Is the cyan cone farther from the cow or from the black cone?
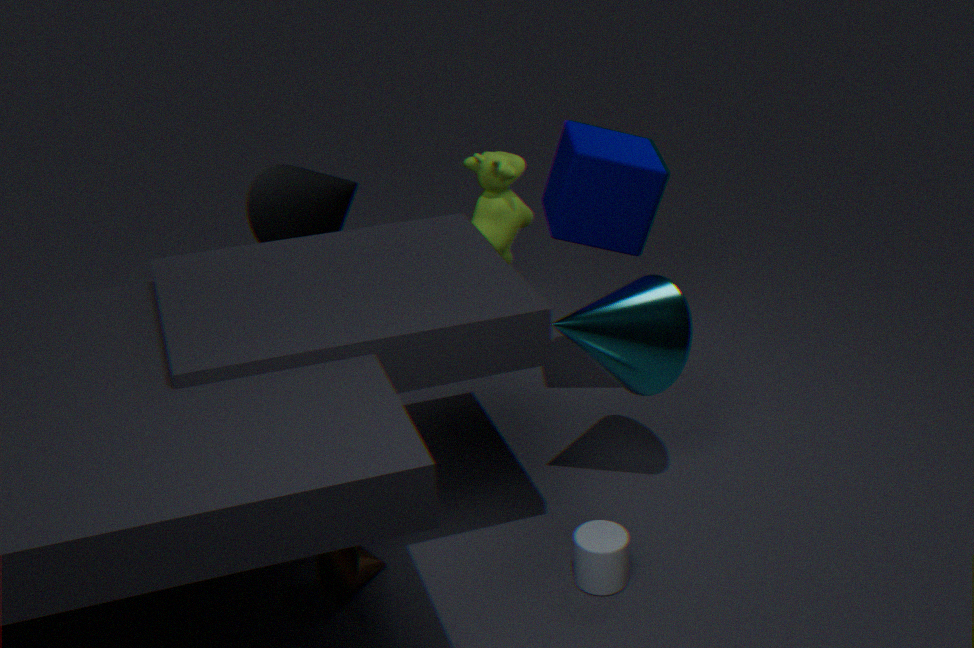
the black cone
